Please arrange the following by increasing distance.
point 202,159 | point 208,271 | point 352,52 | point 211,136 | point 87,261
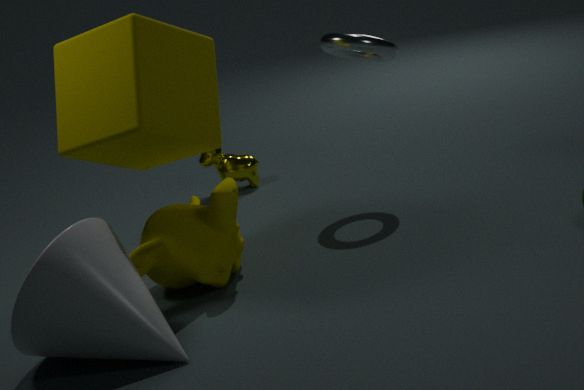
point 87,261, point 208,271, point 211,136, point 352,52, point 202,159
